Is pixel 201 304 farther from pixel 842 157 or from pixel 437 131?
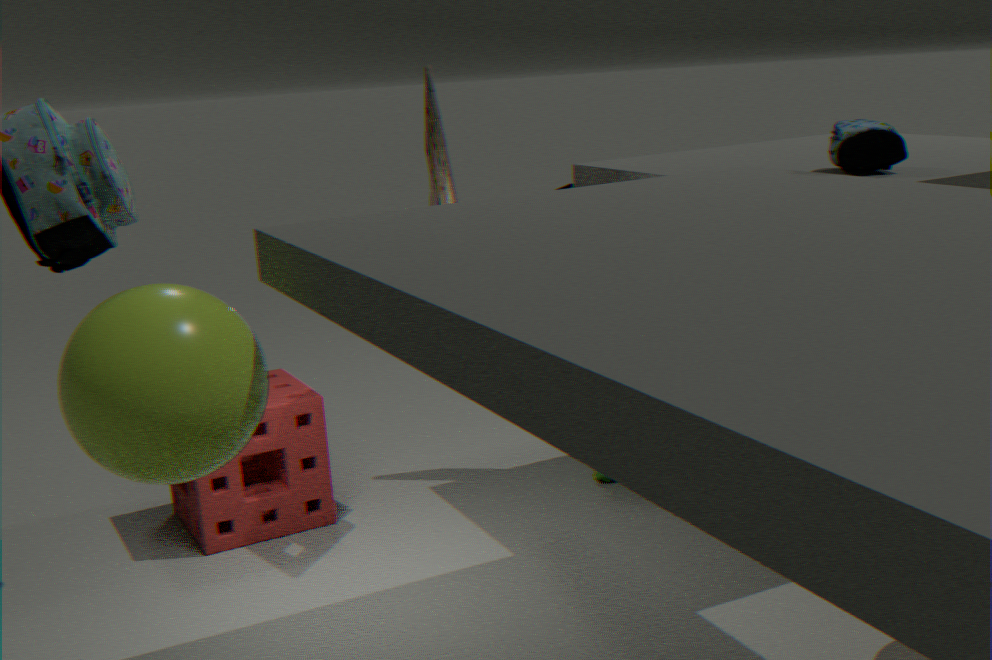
pixel 842 157
